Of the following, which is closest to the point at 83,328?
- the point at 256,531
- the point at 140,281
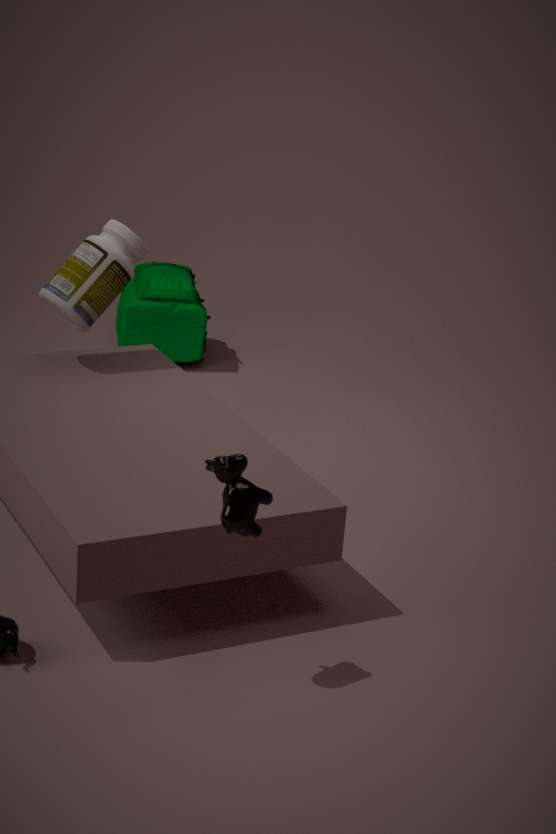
the point at 140,281
